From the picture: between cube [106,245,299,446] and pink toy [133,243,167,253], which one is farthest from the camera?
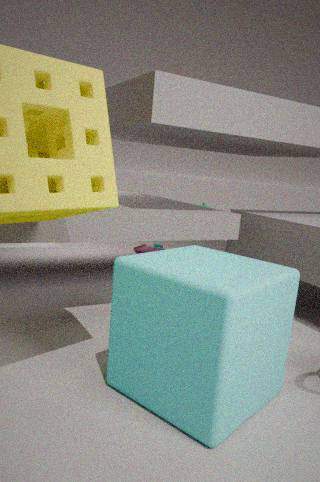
pink toy [133,243,167,253]
